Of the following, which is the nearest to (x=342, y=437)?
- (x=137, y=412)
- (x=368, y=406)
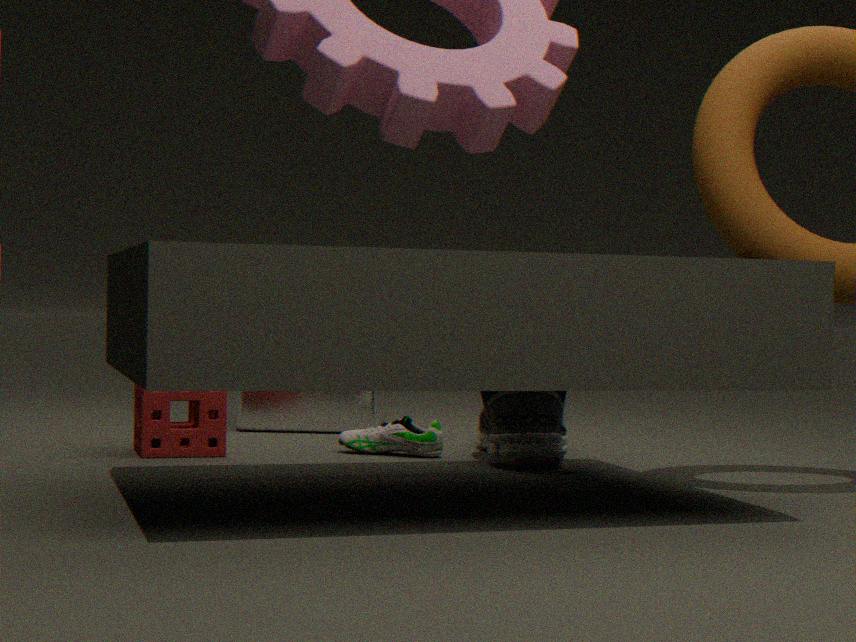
(x=137, y=412)
